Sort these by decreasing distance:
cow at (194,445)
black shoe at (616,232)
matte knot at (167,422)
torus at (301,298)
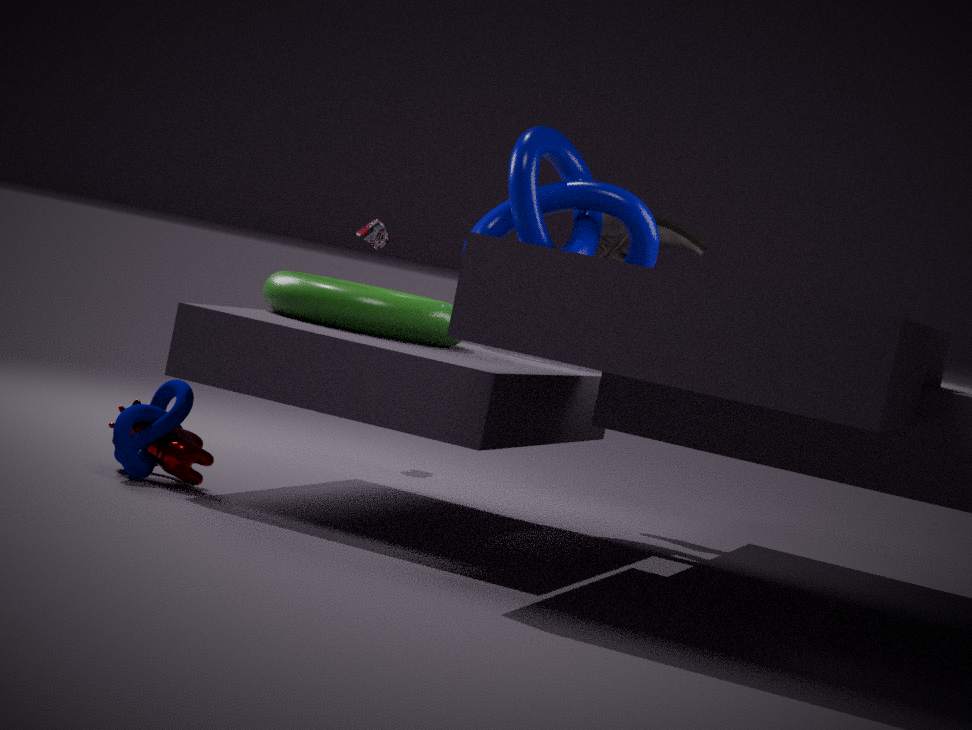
black shoe at (616,232)
torus at (301,298)
cow at (194,445)
matte knot at (167,422)
